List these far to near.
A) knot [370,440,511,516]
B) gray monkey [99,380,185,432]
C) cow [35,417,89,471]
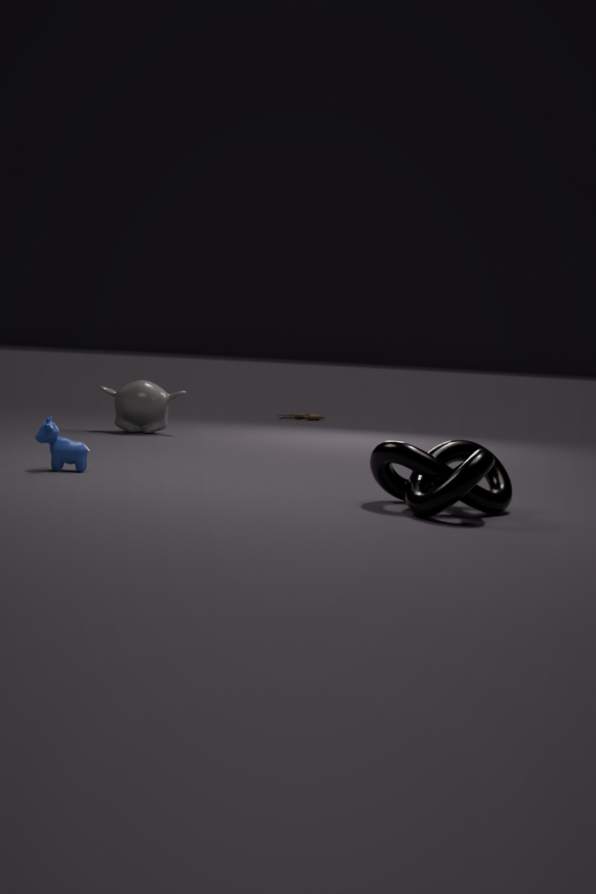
gray monkey [99,380,185,432], cow [35,417,89,471], knot [370,440,511,516]
